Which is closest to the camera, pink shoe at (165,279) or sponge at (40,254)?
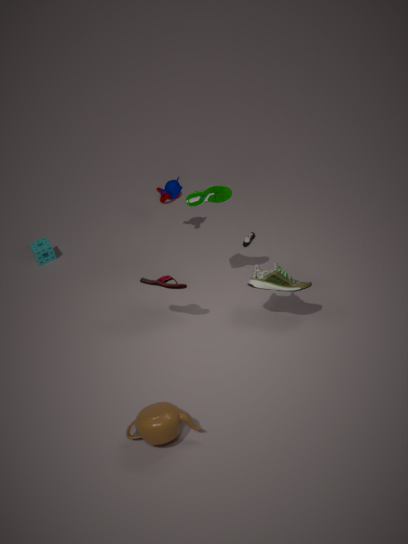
pink shoe at (165,279)
